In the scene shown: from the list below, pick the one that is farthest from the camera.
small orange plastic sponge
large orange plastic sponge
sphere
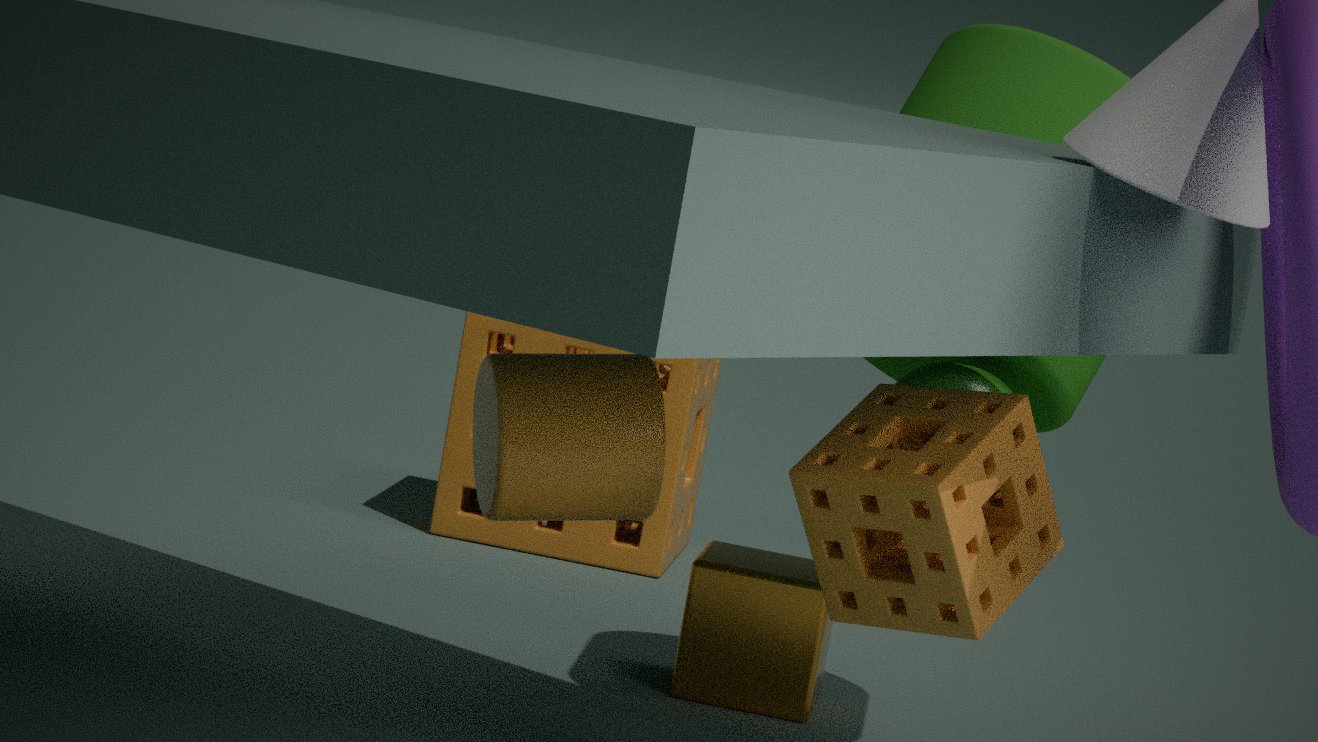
large orange plastic sponge
